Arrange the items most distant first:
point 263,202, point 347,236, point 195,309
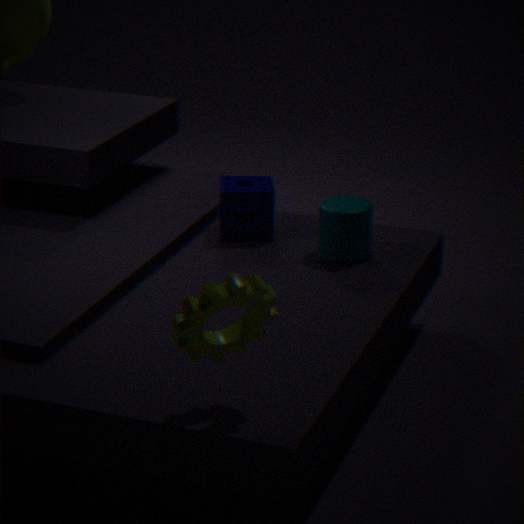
1. point 263,202
2. point 347,236
3. point 195,309
